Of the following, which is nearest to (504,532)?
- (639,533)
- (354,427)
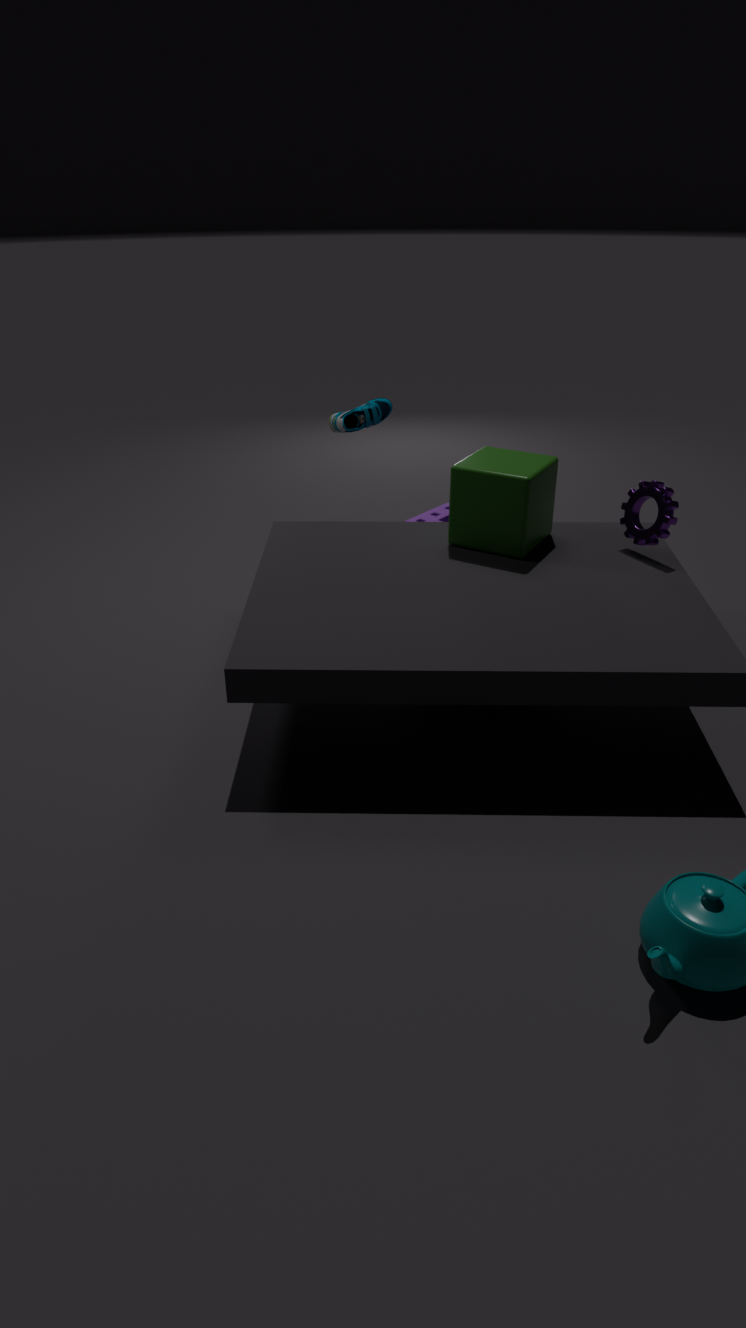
(639,533)
